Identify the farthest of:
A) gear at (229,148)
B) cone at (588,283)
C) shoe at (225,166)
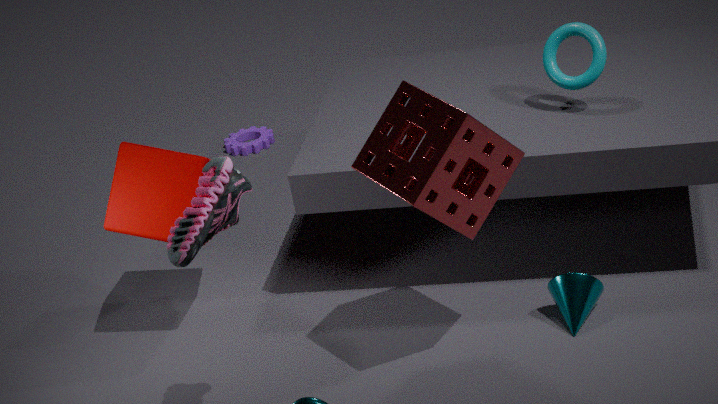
gear at (229,148)
